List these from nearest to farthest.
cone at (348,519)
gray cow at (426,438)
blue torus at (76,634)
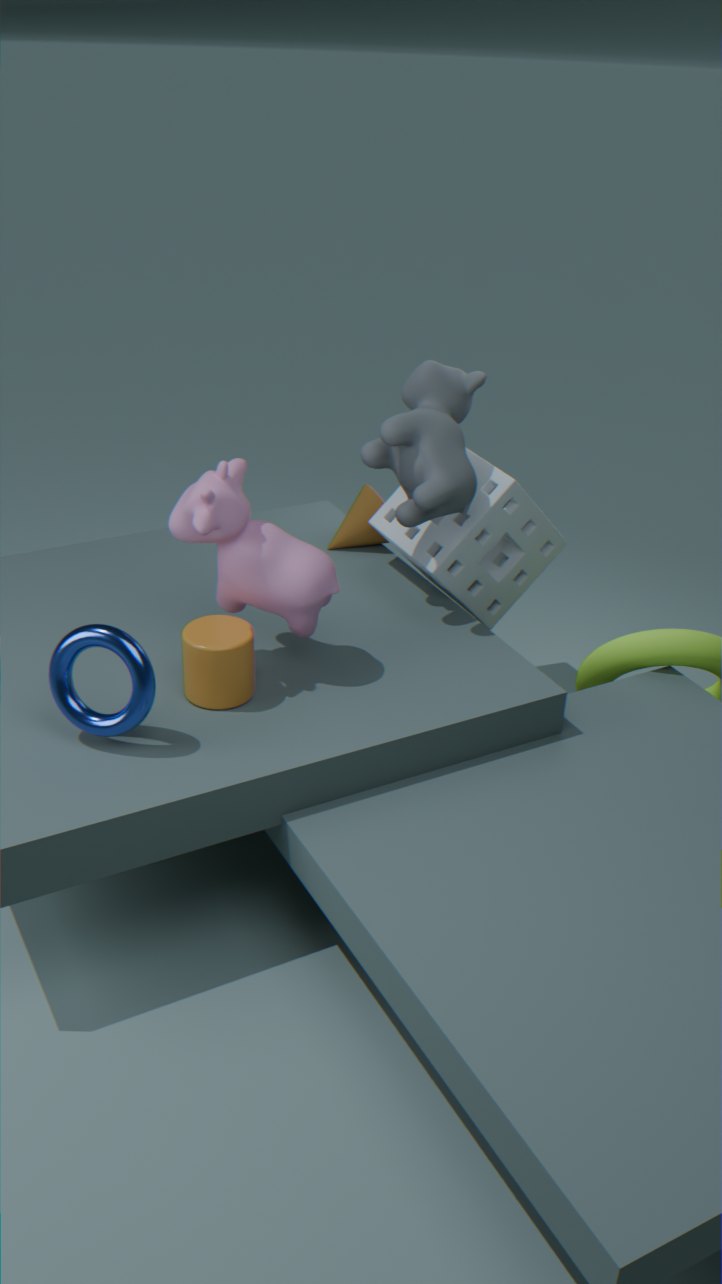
blue torus at (76,634) < gray cow at (426,438) < cone at (348,519)
